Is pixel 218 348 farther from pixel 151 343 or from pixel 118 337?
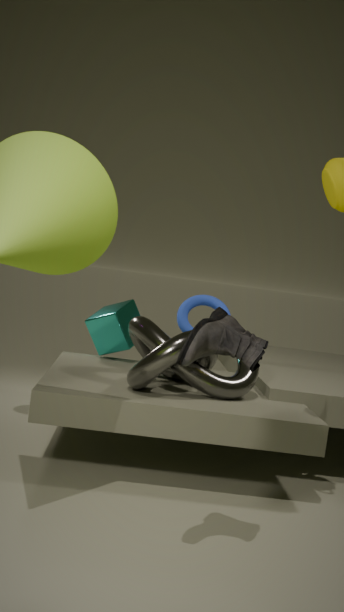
pixel 118 337
